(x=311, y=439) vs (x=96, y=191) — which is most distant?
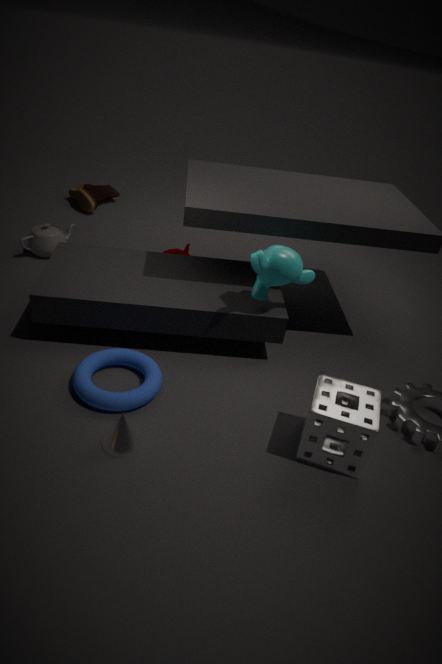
(x=96, y=191)
